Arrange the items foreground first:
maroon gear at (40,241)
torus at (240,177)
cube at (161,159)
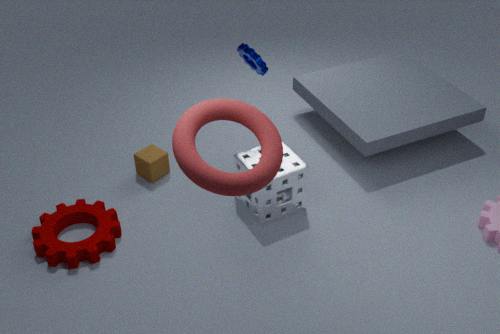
torus at (240,177)
maroon gear at (40,241)
cube at (161,159)
